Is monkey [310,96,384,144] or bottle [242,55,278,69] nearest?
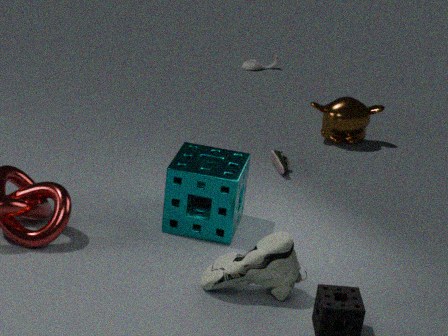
monkey [310,96,384,144]
